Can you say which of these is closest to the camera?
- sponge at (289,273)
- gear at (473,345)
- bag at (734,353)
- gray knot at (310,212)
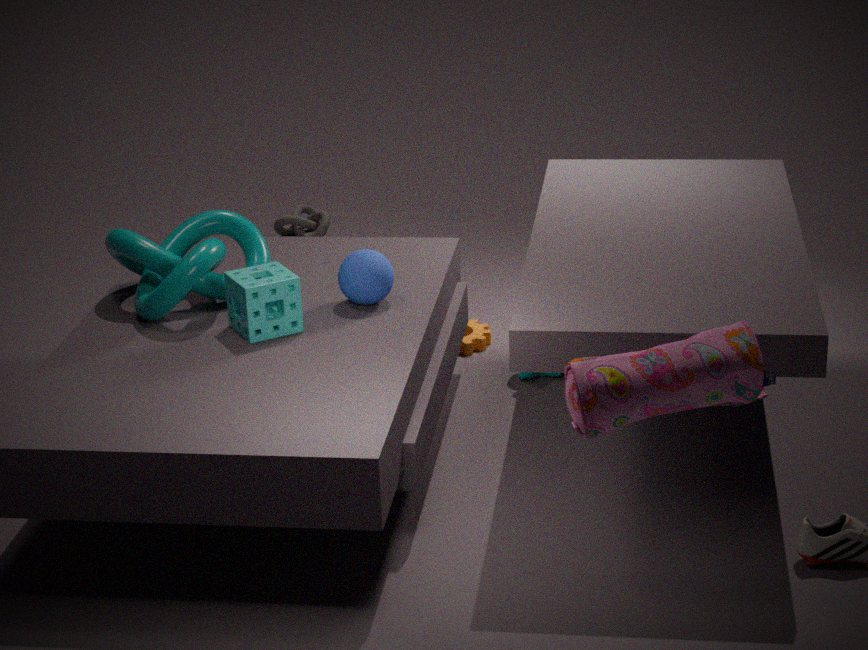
bag at (734,353)
